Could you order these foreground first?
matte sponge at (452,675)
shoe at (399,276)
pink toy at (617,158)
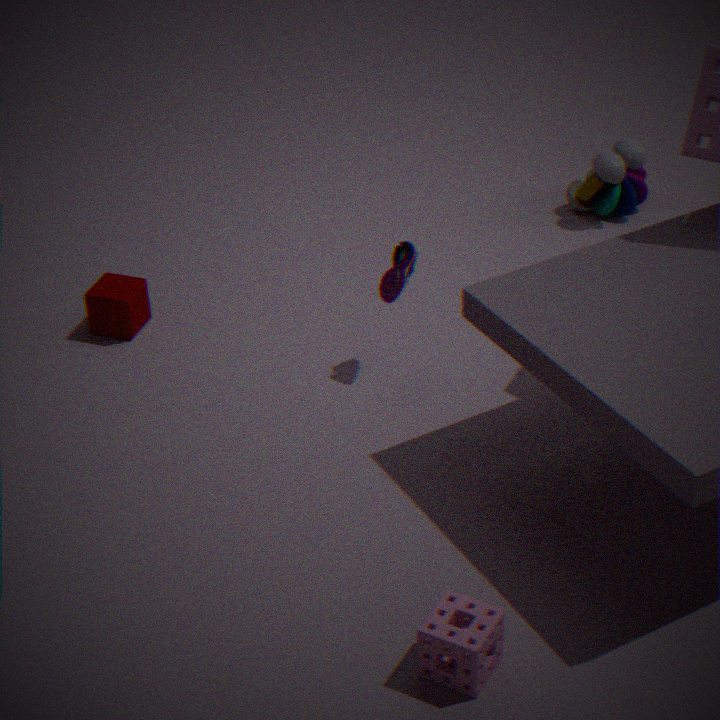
matte sponge at (452,675) < shoe at (399,276) < pink toy at (617,158)
